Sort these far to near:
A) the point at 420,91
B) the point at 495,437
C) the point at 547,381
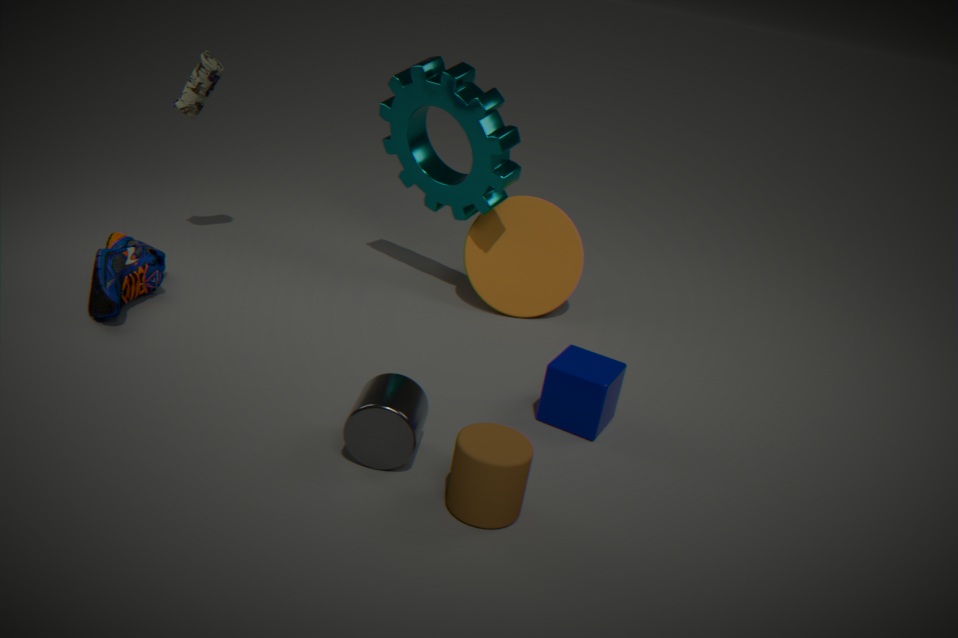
the point at 420,91 < the point at 547,381 < the point at 495,437
